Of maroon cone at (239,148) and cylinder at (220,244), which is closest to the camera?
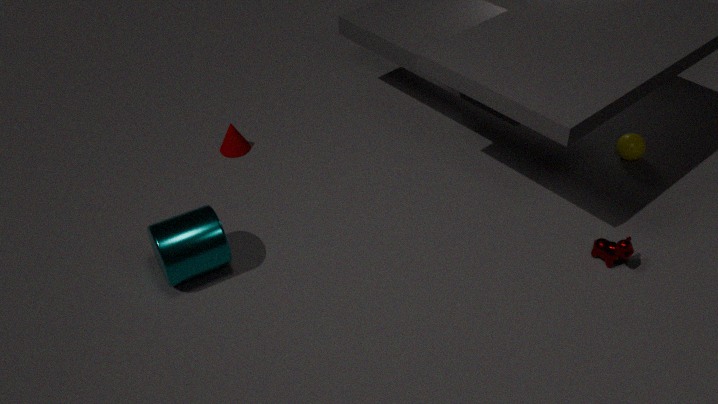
cylinder at (220,244)
